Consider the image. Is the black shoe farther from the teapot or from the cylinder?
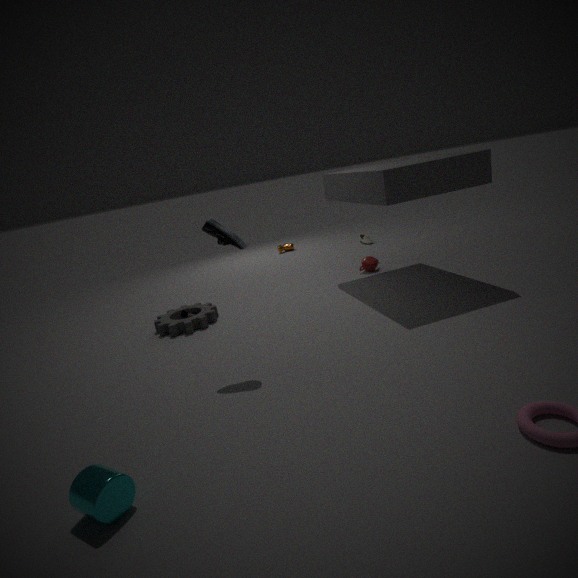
the teapot
